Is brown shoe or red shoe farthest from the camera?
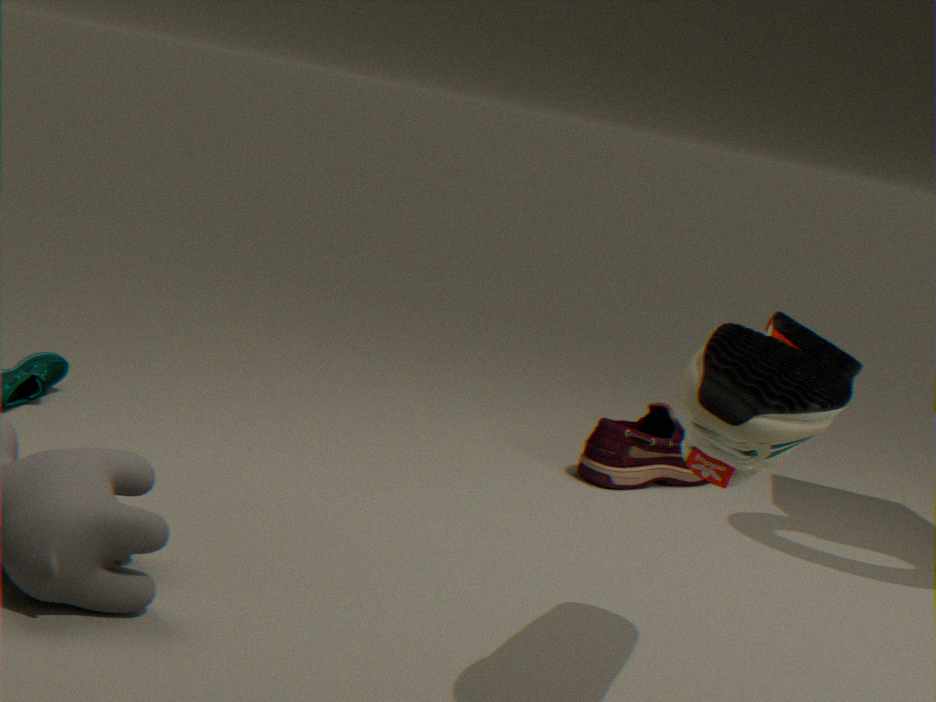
red shoe
